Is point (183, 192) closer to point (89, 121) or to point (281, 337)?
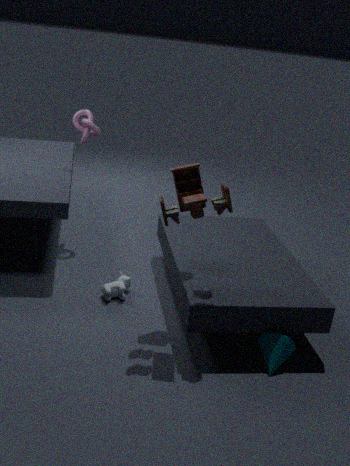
point (281, 337)
